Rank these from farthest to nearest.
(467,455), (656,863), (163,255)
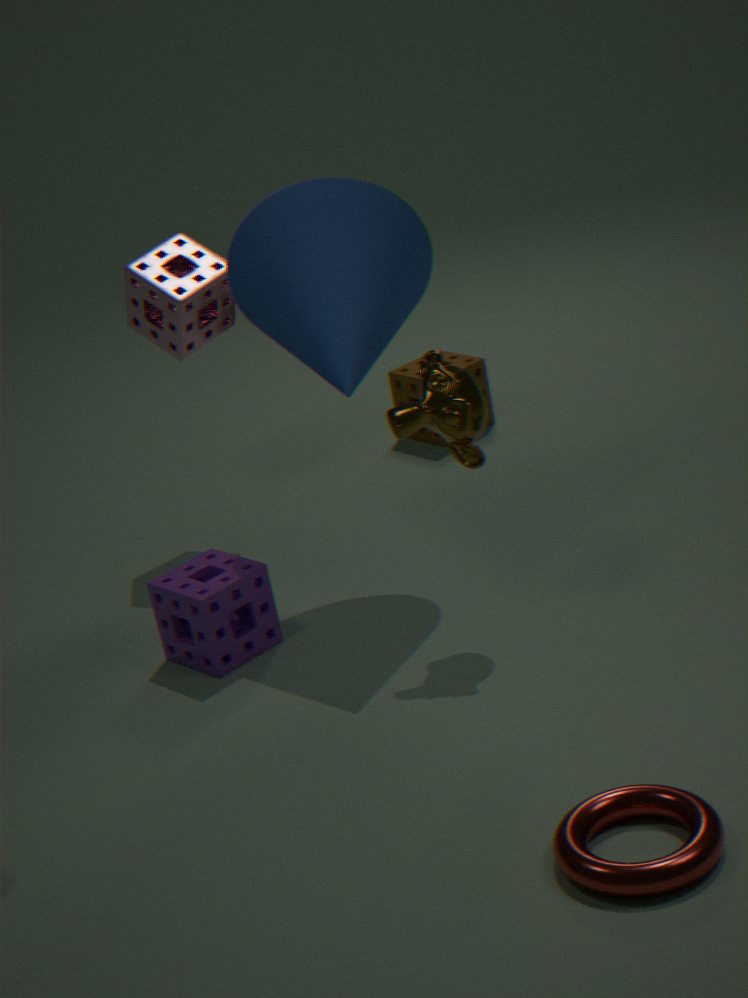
1. (163,255)
2. (467,455)
3. (656,863)
